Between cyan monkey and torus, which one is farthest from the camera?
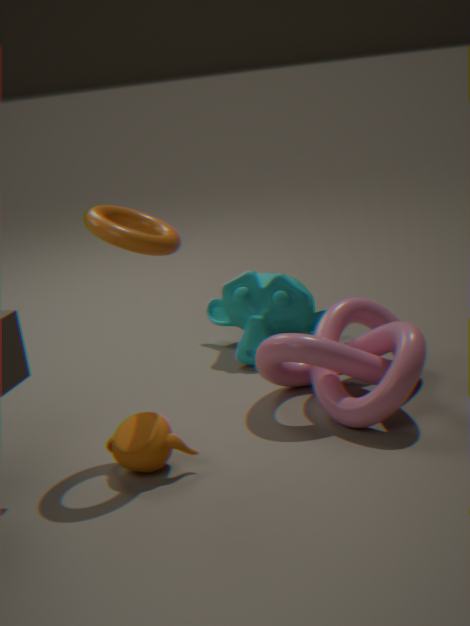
cyan monkey
